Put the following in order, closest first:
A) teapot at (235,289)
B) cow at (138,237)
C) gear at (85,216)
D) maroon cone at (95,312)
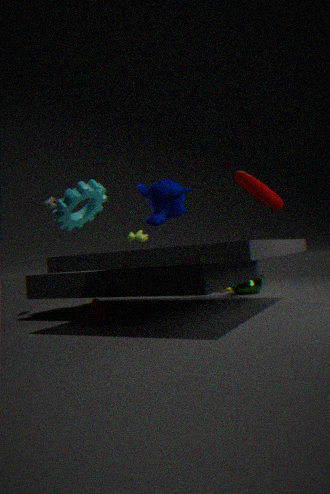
maroon cone at (95,312)
gear at (85,216)
teapot at (235,289)
cow at (138,237)
